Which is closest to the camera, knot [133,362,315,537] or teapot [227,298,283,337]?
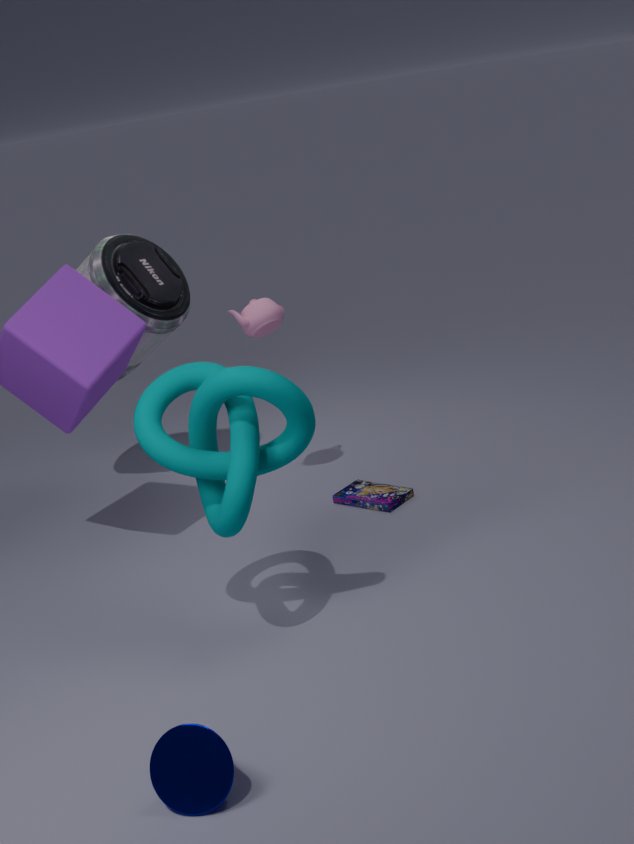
knot [133,362,315,537]
